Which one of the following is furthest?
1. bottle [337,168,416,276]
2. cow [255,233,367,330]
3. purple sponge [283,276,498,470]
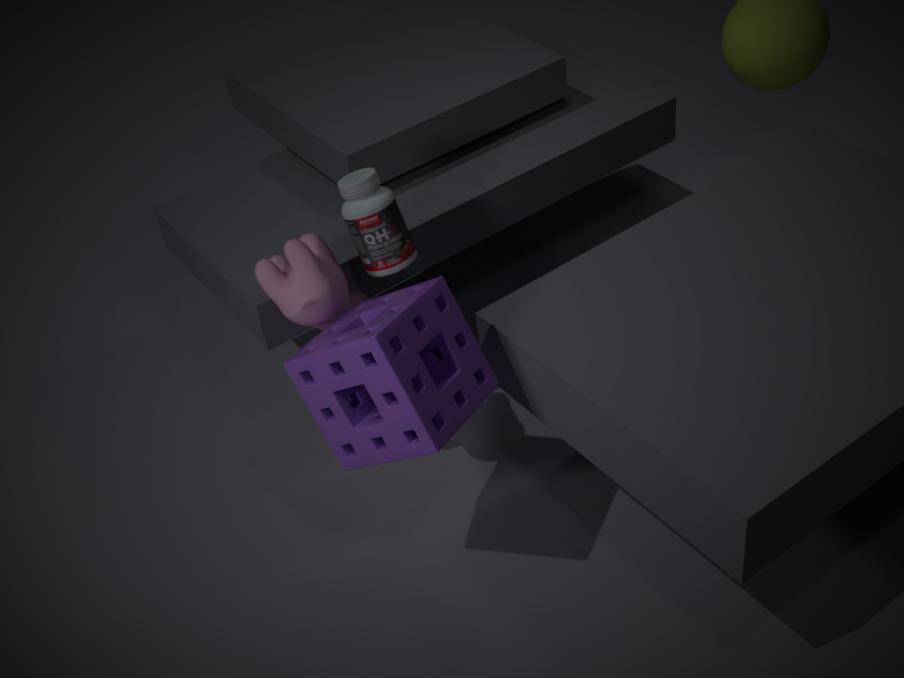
bottle [337,168,416,276]
